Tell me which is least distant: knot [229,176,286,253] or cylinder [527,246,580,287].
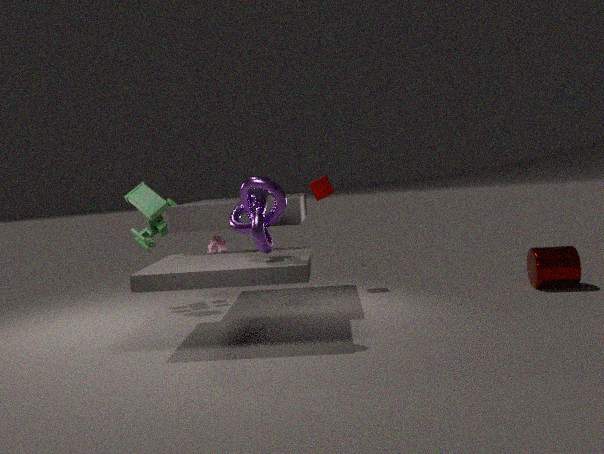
knot [229,176,286,253]
